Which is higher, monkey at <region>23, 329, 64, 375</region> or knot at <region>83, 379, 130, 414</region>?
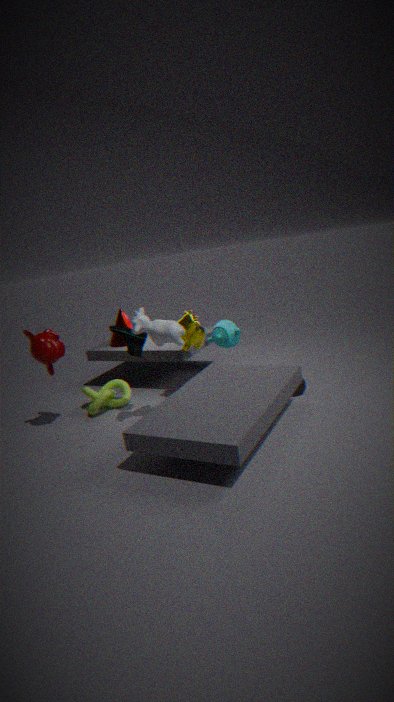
monkey at <region>23, 329, 64, 375</region>
